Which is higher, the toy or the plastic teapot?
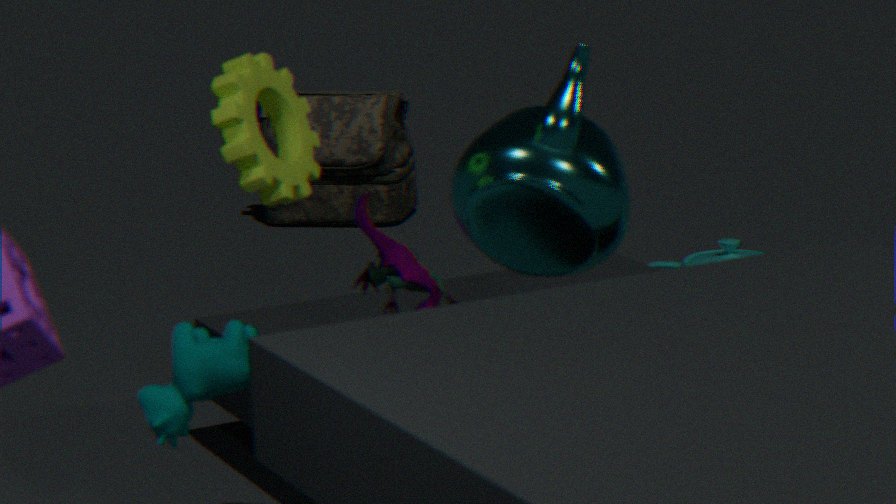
the toy
